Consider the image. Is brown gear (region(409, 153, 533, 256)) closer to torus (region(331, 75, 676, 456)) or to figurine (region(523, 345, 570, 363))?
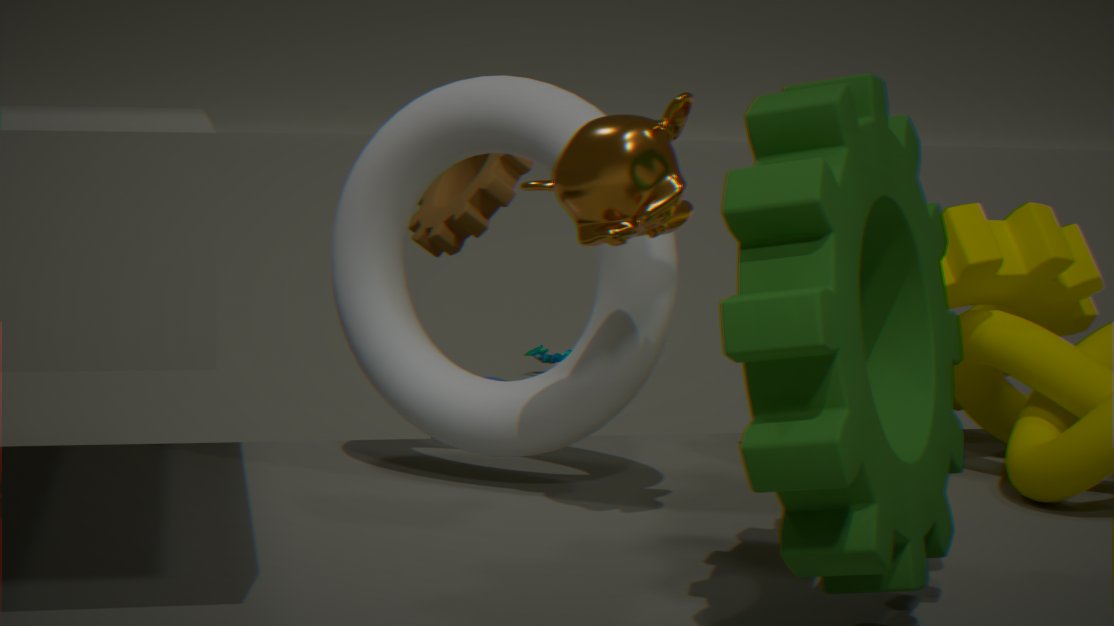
torus (region(331, 75, 676, 456))
